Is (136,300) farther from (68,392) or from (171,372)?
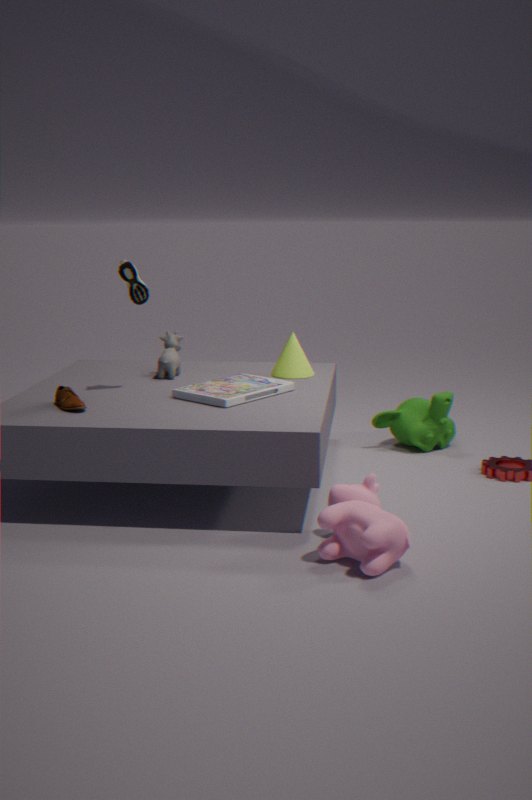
(68,392)
